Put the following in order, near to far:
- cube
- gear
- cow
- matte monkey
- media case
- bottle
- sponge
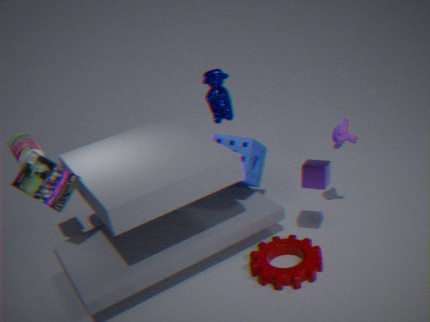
gear → media case → cube → bottle → matte monkey → sponge → cow
